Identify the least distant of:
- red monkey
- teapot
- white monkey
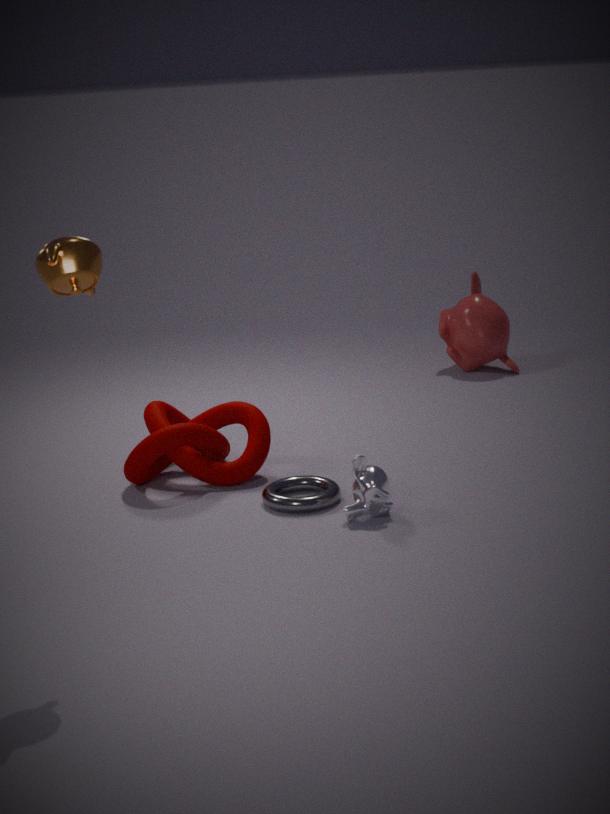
teapot
